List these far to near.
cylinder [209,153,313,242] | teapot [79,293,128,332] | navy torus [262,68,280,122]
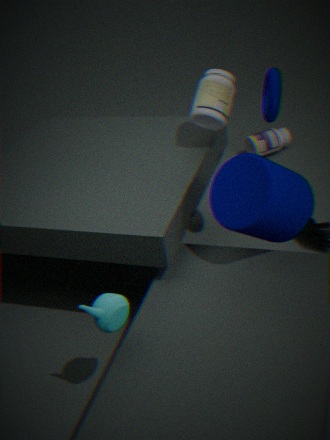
navy torus [262,68,280,122]
cylinder [209,153,313,242]
teapot [79,293,128,332]
